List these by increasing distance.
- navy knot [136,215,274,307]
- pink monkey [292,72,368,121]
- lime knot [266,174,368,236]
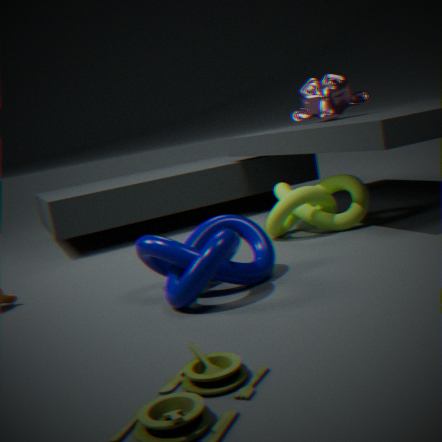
navy knot [136,215,274,307]
lime knot [266,174,368,236]
pink monkey [292,72,368,121]
